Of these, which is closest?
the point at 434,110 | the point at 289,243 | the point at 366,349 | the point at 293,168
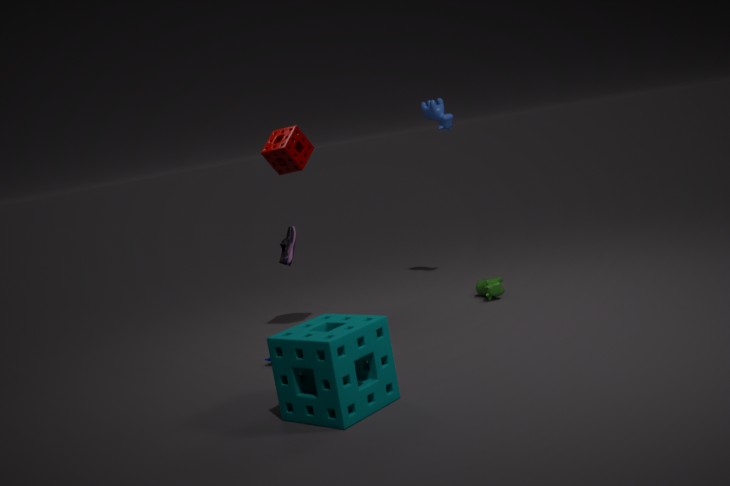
the point at 366,349
